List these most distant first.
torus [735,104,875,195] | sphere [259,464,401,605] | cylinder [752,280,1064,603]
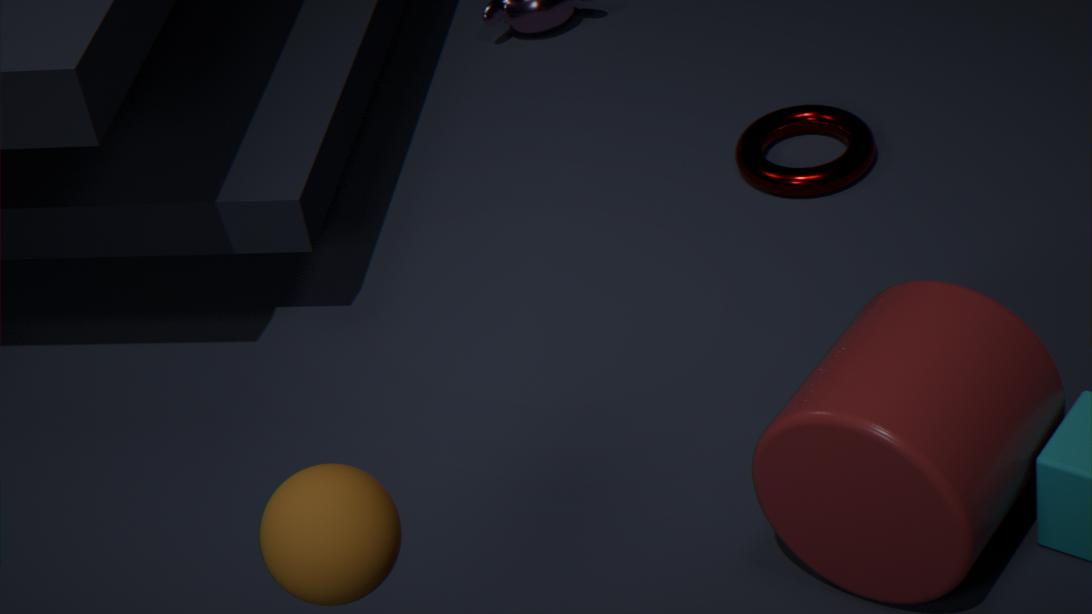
torus [735,104,875,195] < cylinder [752,280,1064,603] < sphere [259,464,401,605]
